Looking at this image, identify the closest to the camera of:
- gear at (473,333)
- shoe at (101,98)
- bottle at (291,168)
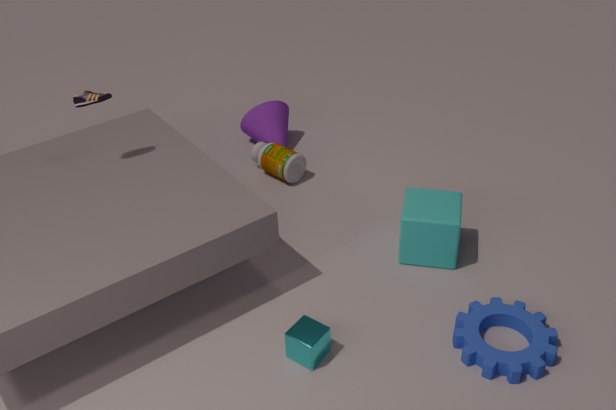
gear at (473,333)
